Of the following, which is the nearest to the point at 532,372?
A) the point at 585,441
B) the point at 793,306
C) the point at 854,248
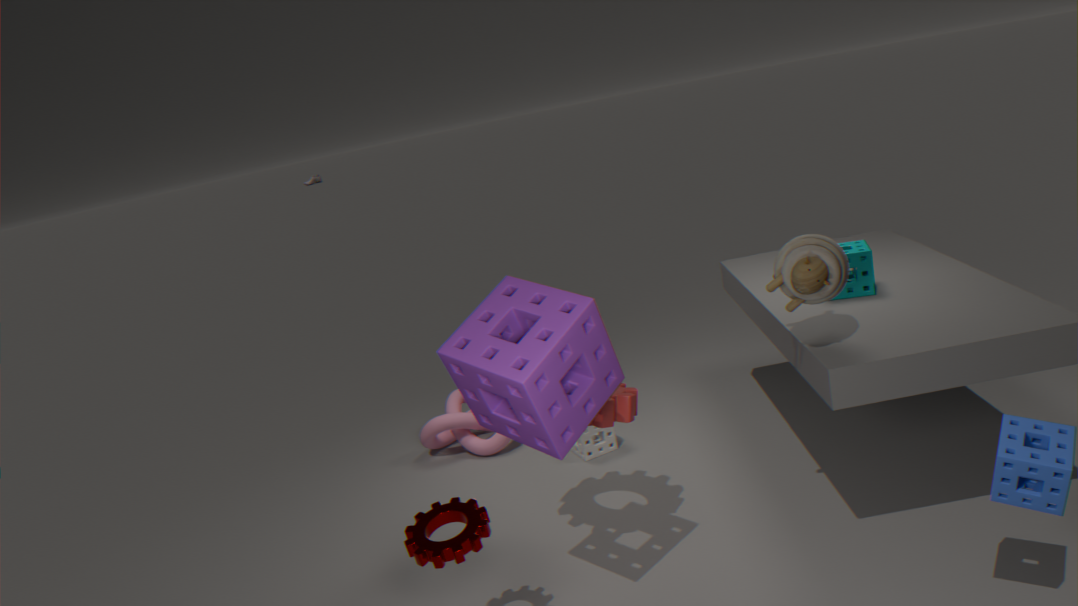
the point at 793,306
